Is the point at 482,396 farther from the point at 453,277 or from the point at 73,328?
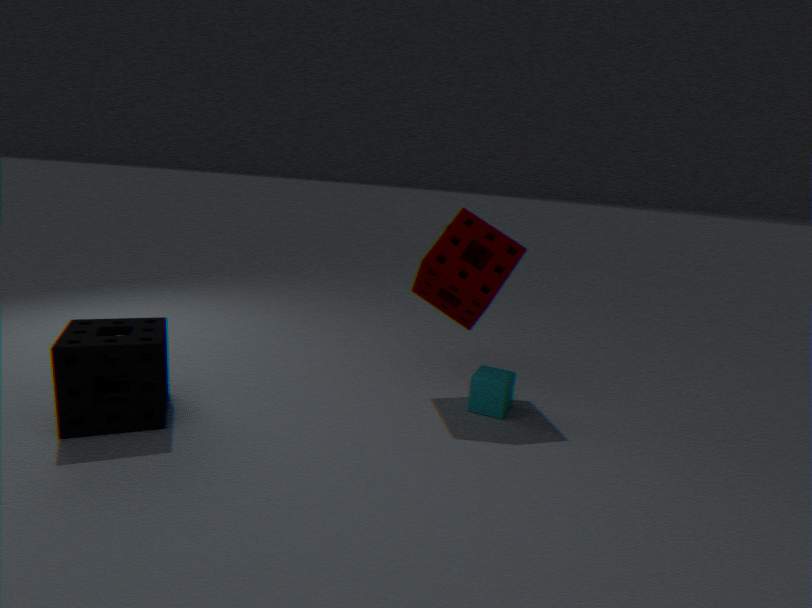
the point at 73,328
